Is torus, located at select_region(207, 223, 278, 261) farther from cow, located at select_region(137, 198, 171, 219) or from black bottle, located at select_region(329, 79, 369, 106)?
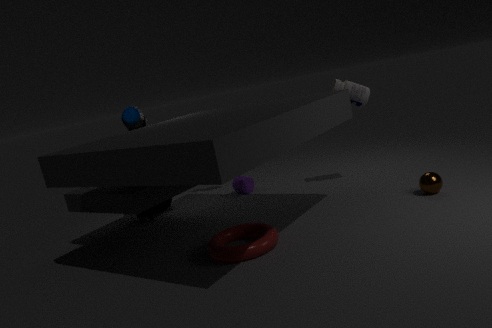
black bottle, located at select_region(329, 79, 369, 106)
